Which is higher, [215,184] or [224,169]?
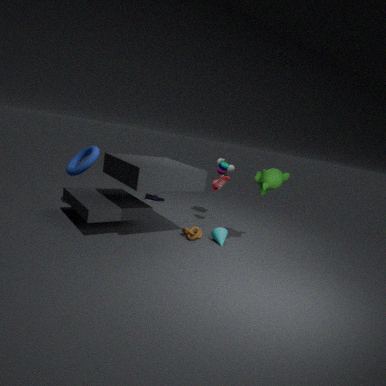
[224,169]
